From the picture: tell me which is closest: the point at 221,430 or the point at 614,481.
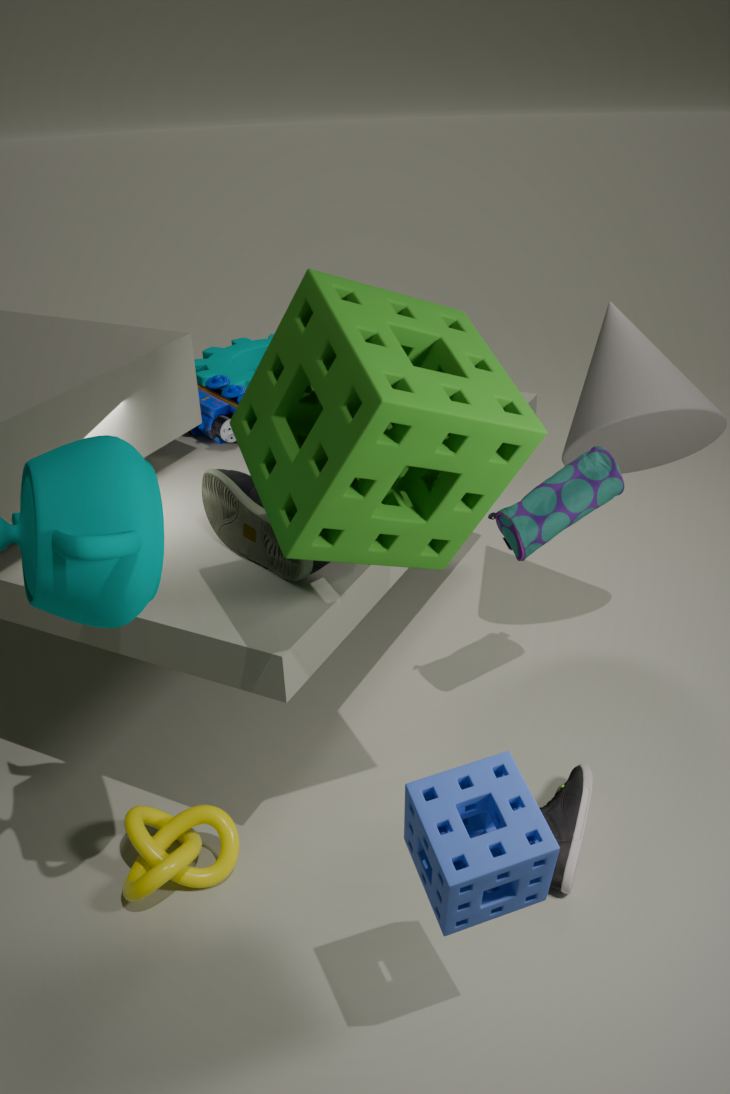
the point at 614,481
